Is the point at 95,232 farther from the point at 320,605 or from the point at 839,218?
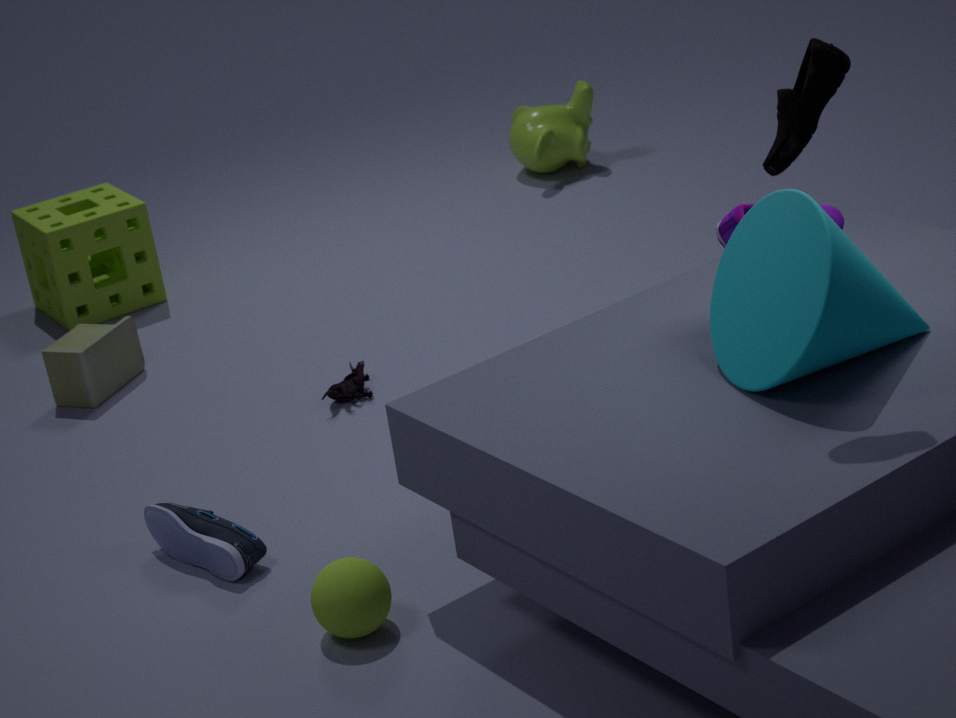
the point at 839,218
